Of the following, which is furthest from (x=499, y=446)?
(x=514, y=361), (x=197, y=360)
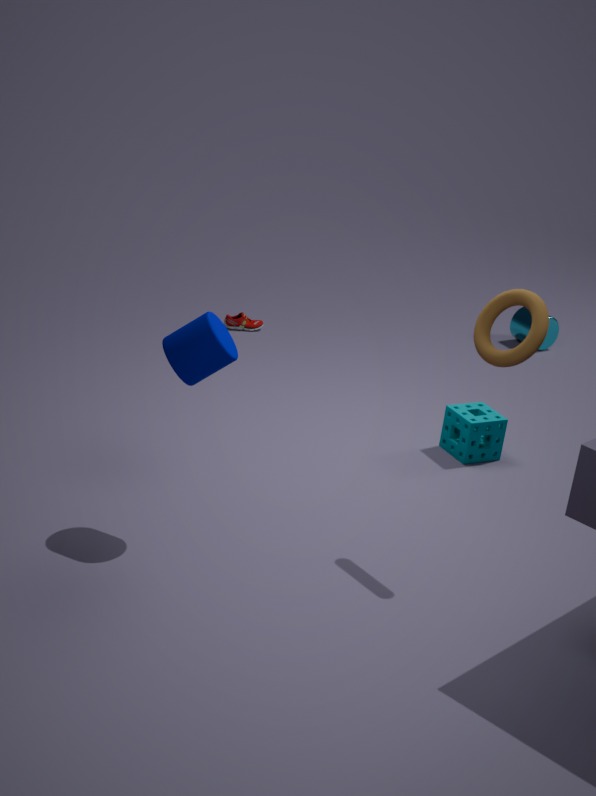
(x=197, y=360)
